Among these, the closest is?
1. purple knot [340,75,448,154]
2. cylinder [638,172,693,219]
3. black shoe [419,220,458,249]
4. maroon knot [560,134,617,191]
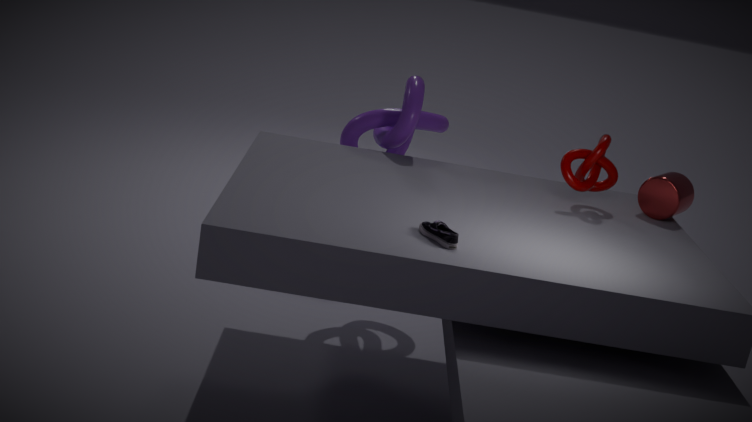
black shoe [419,220,458,249]
